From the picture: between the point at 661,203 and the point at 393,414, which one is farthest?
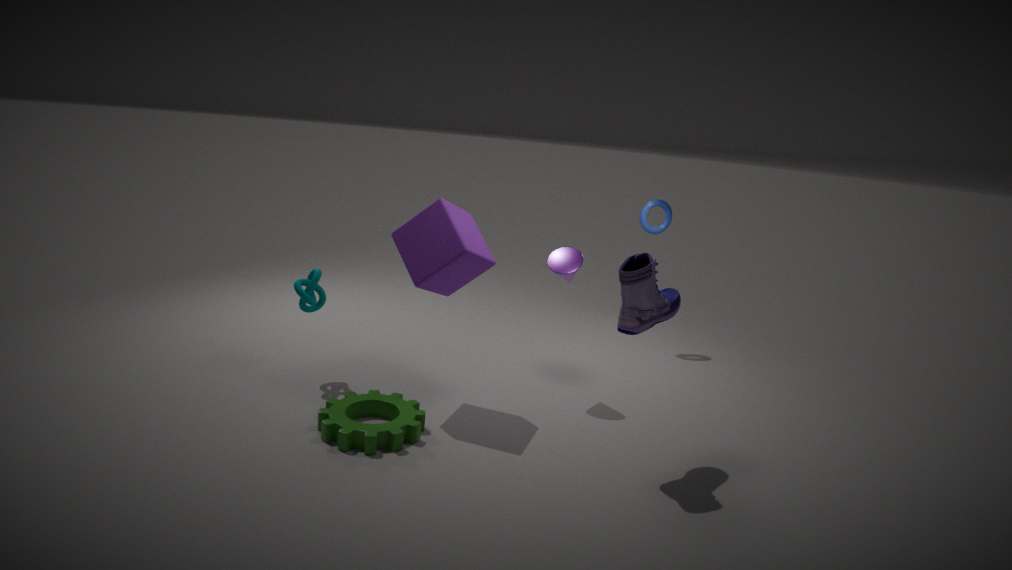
the point at 661,203
